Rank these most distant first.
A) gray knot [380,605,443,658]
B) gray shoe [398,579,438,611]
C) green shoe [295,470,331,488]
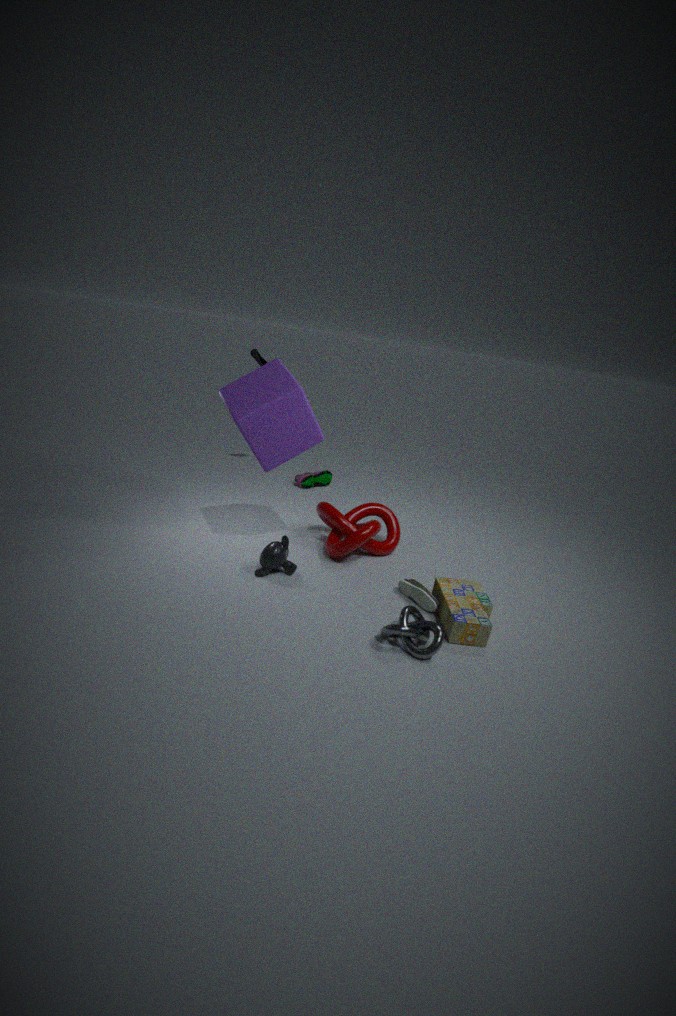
green shoe [295,470,331,488], gray shoe [398,579,438,611], gray knot [380,605,443,658]
